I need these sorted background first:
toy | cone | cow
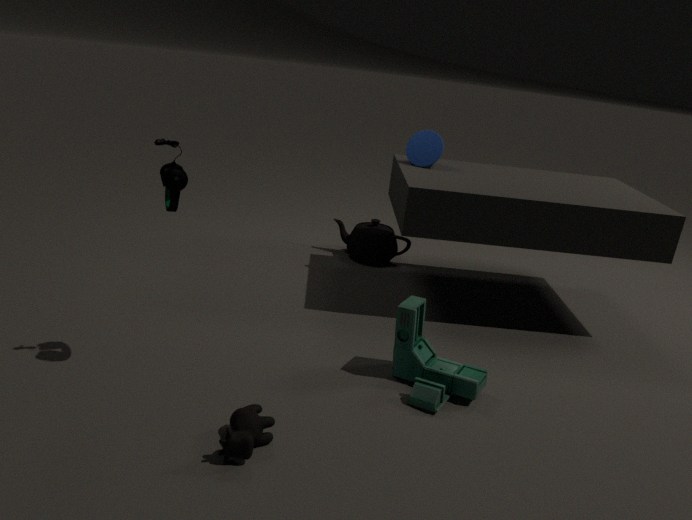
cone
toy
cow
